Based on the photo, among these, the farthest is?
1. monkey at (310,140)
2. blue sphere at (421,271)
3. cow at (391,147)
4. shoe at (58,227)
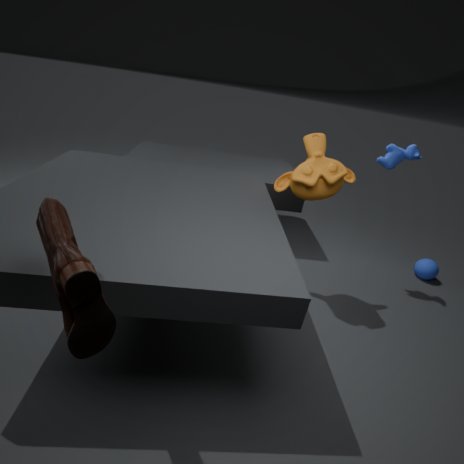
blue sphere at (421,271)
